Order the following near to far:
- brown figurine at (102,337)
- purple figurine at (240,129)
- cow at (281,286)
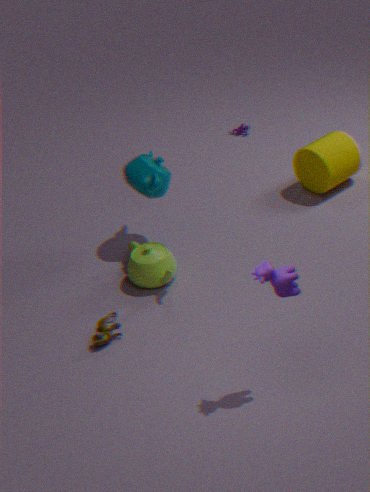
cow at (281,286)
brown figurine at (102,337)
purple figurine at (240,129)
